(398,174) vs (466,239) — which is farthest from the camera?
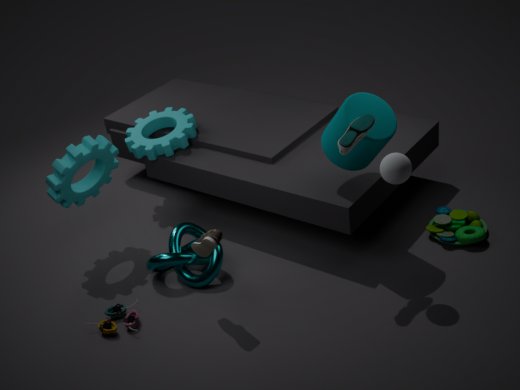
(466,239)
